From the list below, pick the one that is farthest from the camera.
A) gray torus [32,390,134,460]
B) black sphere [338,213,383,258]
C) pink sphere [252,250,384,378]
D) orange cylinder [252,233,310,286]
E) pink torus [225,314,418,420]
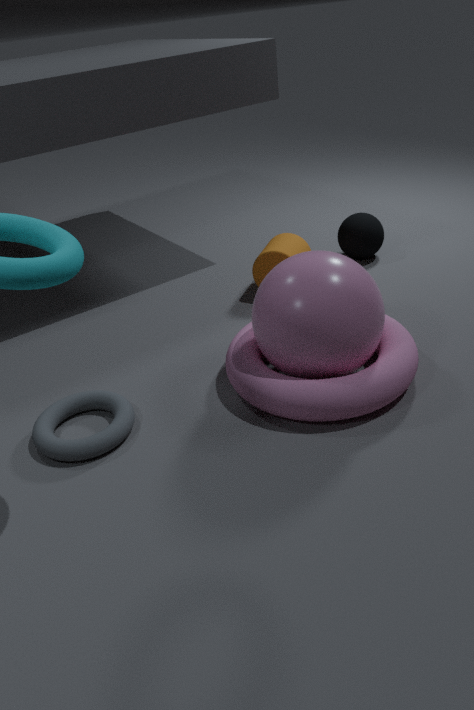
black sphere [338,213,383,258]
